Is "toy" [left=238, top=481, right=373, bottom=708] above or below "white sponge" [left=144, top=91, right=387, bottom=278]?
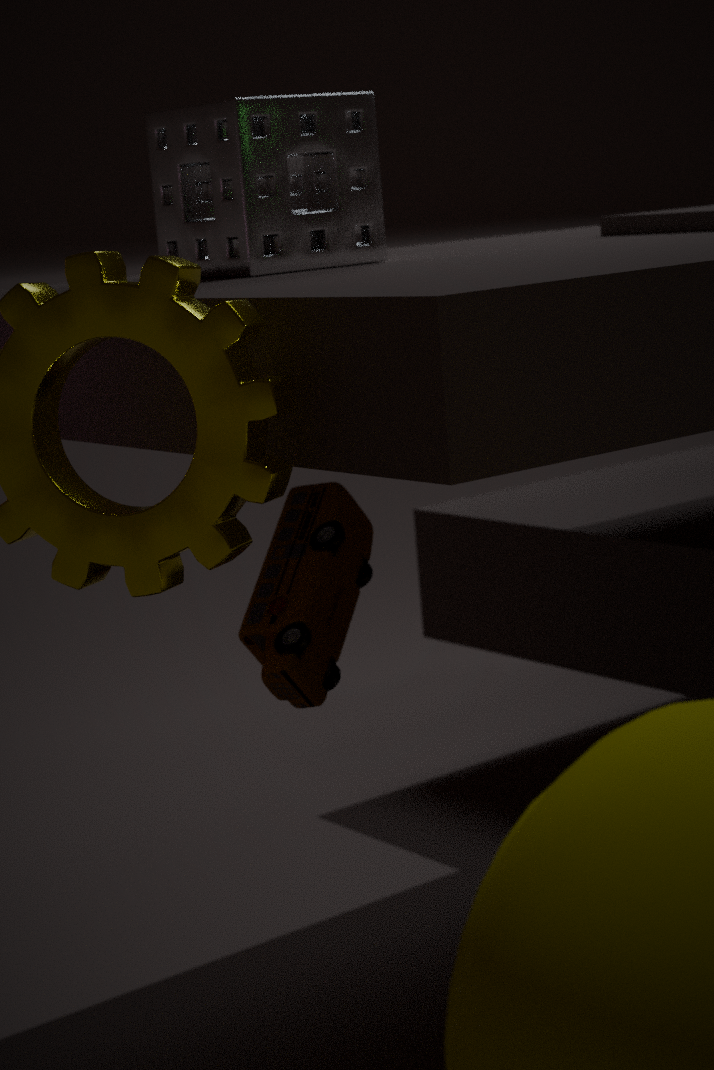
below
